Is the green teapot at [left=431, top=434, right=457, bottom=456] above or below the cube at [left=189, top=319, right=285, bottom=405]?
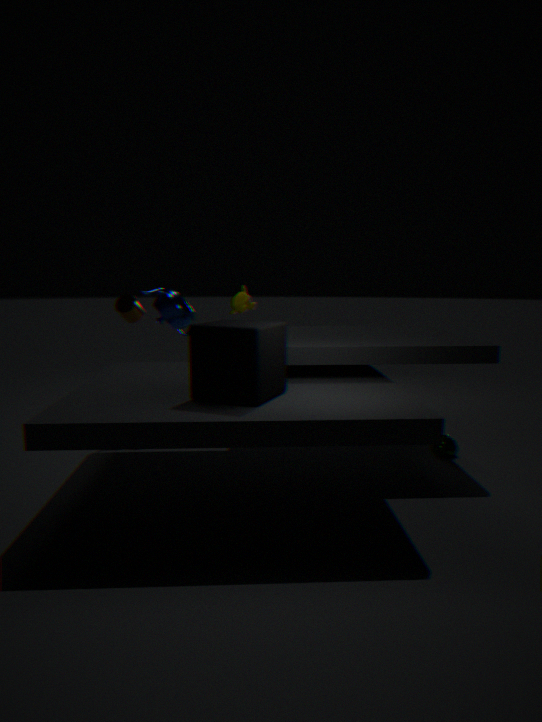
below
